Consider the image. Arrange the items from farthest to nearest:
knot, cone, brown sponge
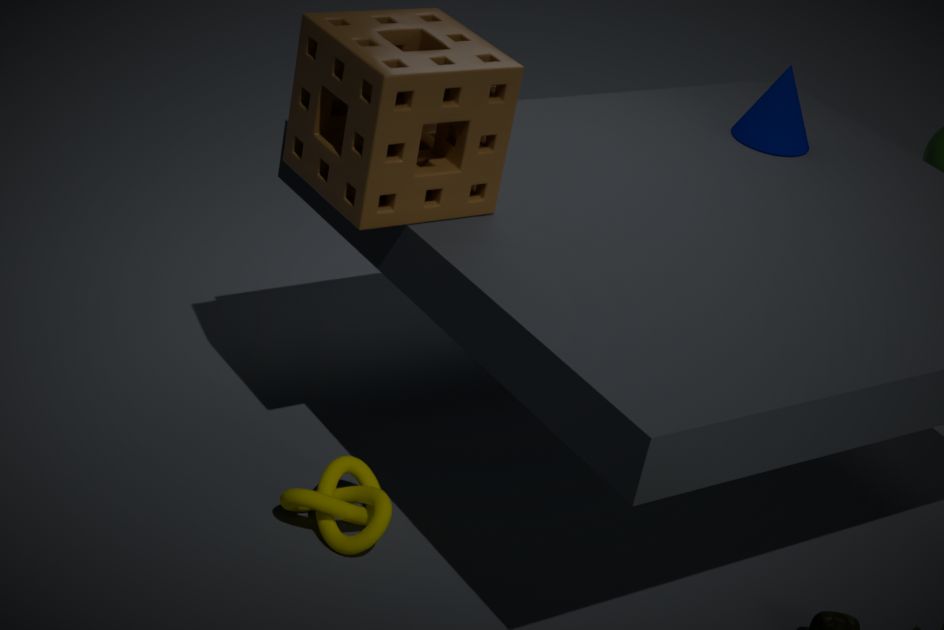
cone → knot → brown sponge
